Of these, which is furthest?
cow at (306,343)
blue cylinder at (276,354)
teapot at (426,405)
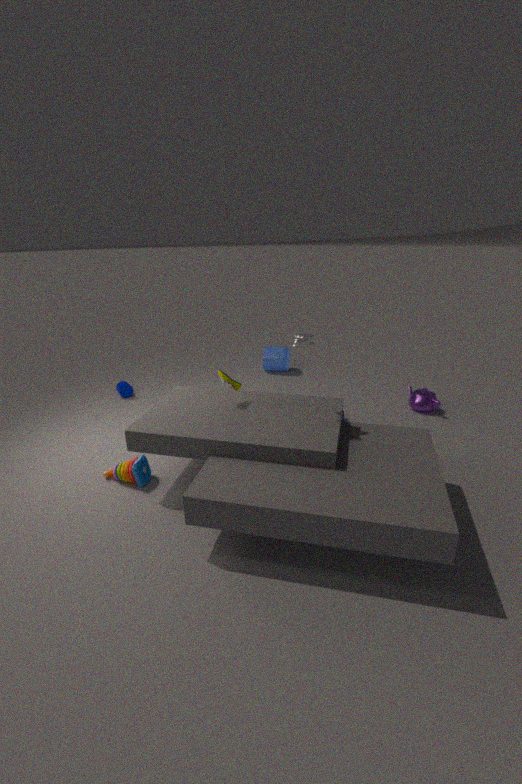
blue cylinder at (276,354)
